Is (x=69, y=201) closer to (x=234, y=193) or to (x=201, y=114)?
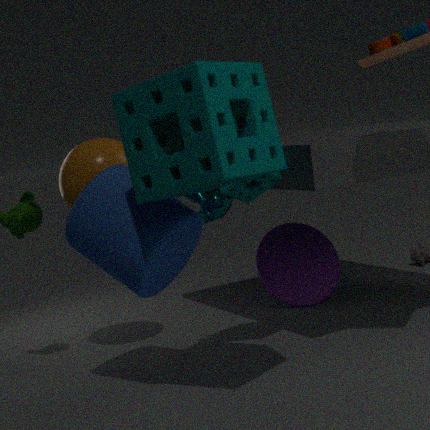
(x=234, y=193)
